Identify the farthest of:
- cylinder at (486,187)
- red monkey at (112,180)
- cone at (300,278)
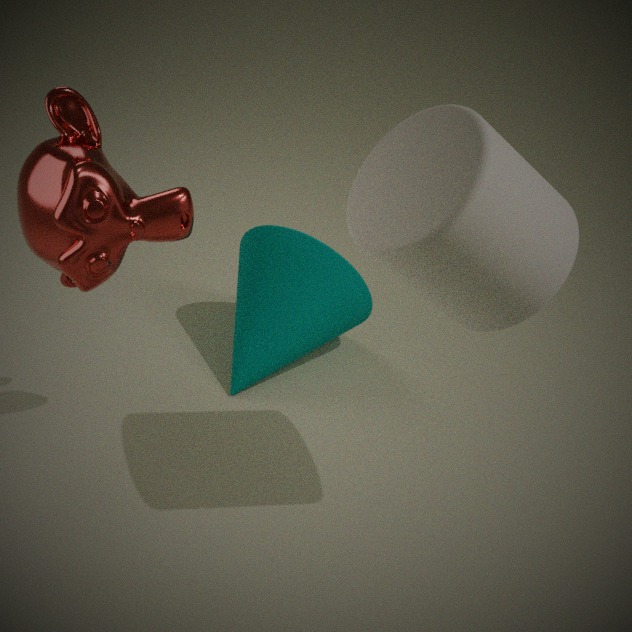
cone at (300,278)
